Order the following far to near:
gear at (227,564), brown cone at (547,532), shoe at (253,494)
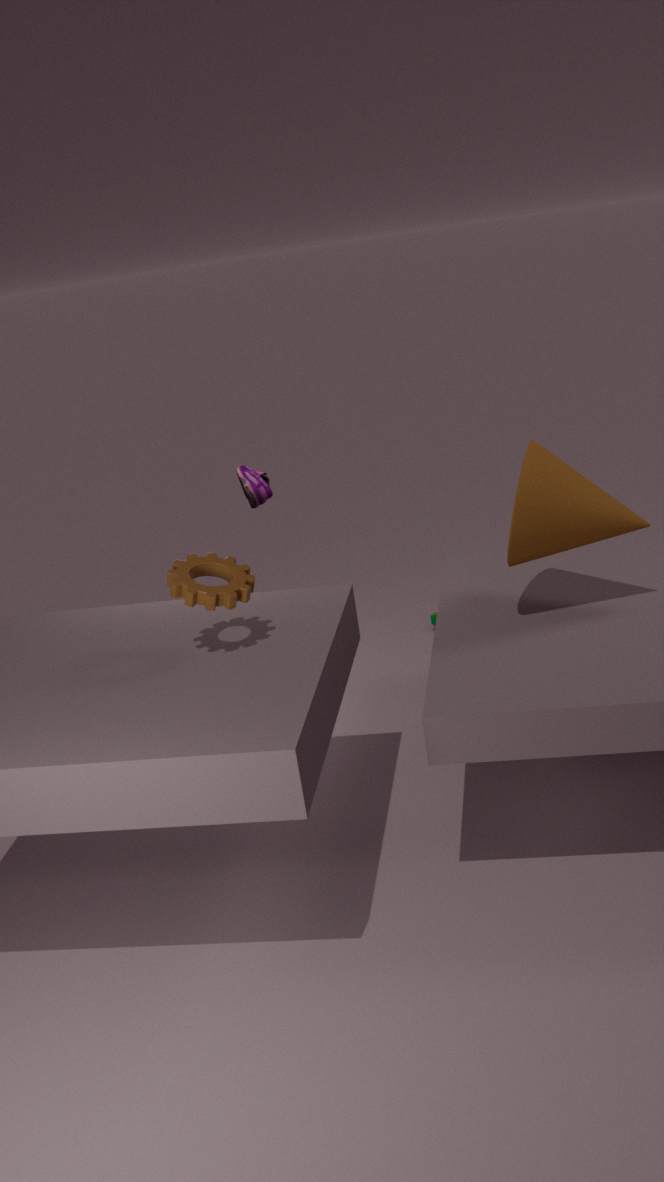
shoe at (253,494) < brown cone at (547,532) < gear at (227,564)
